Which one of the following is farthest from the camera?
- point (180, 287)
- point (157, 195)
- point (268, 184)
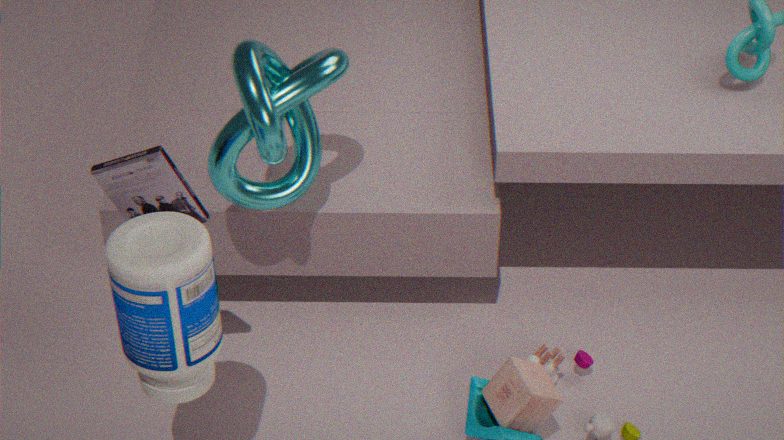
point (268, 184)
